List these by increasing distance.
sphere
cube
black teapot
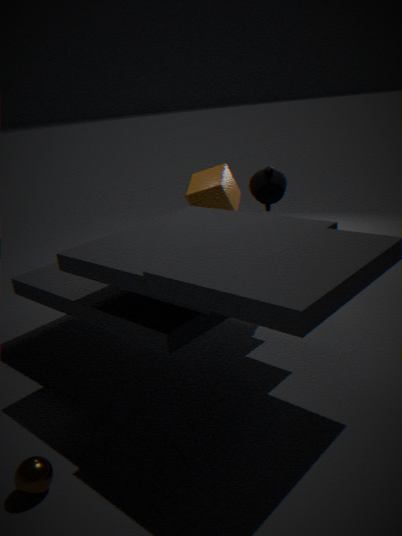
sphere < black teapot < cube
